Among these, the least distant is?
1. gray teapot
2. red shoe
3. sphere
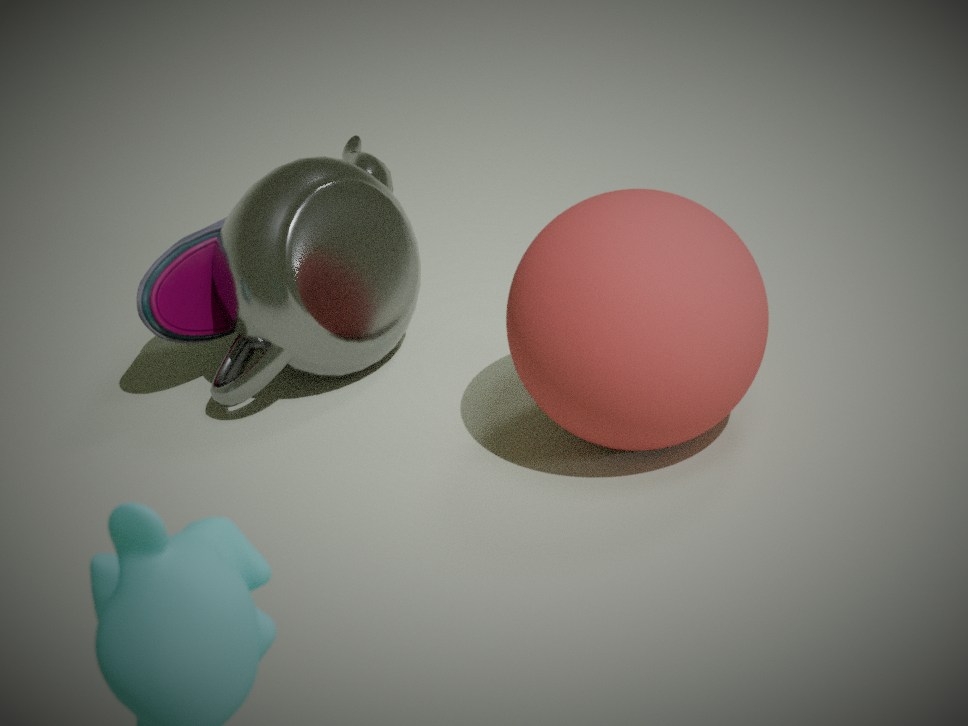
sphere
